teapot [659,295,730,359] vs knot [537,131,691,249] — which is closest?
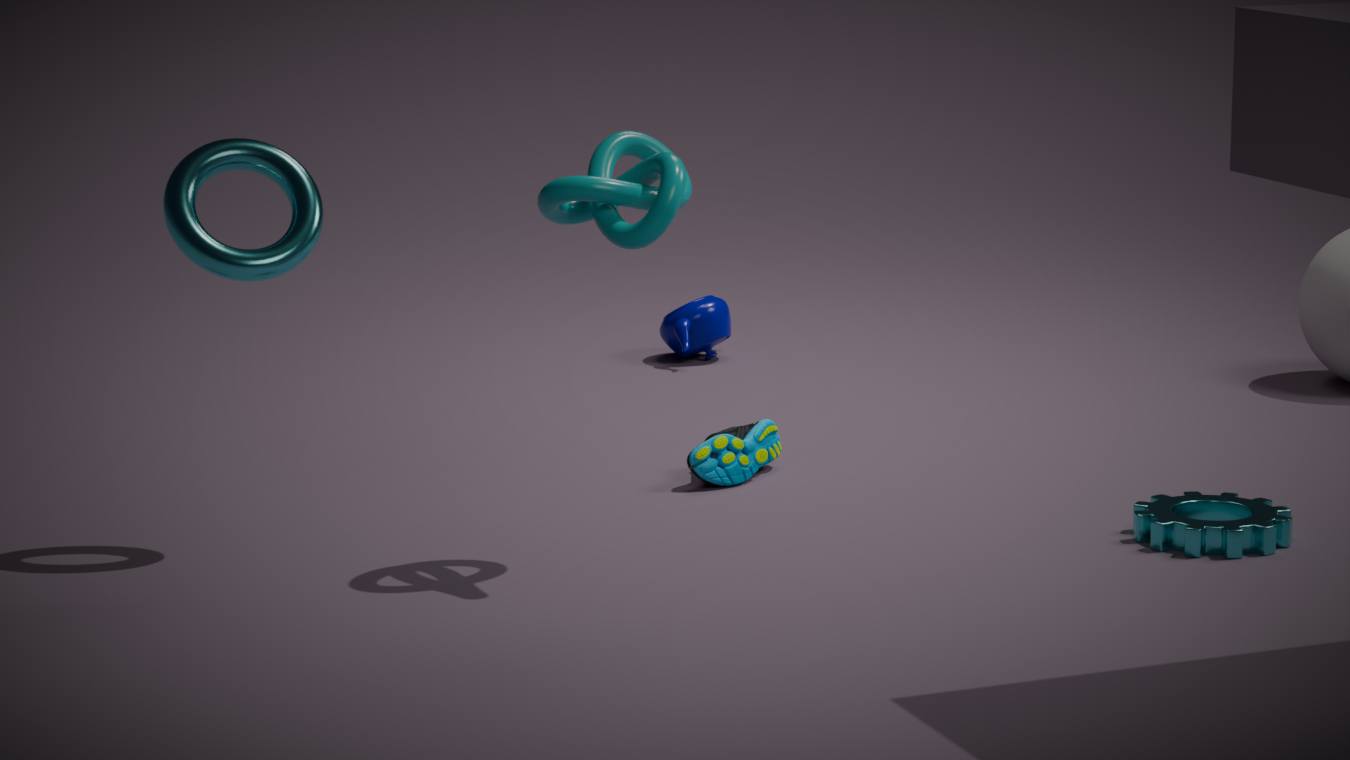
knot [537,131,691,249]
